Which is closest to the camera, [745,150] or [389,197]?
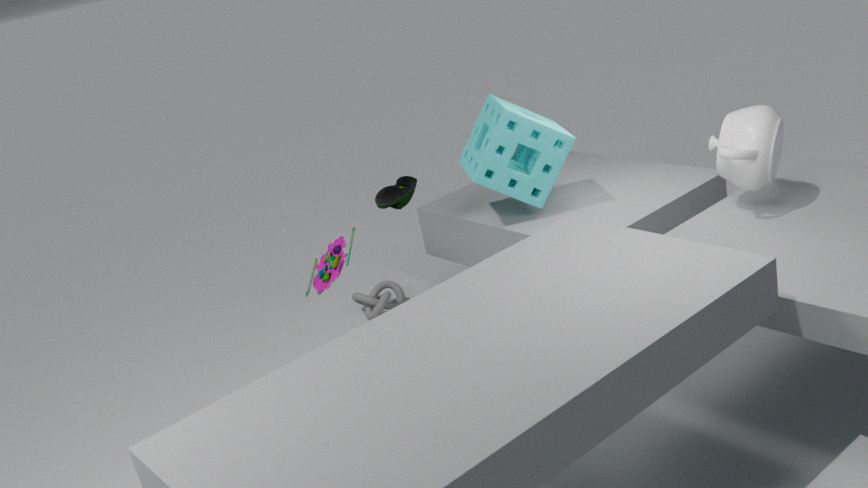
[745,150]
